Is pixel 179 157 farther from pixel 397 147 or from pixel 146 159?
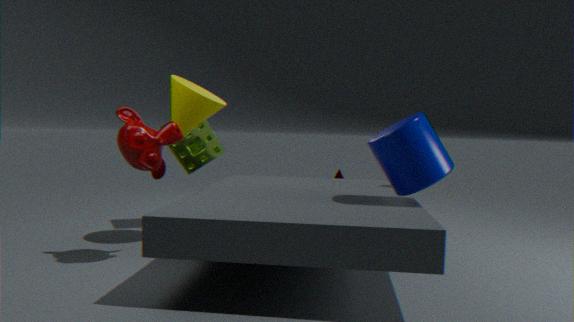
pixel 397 147
